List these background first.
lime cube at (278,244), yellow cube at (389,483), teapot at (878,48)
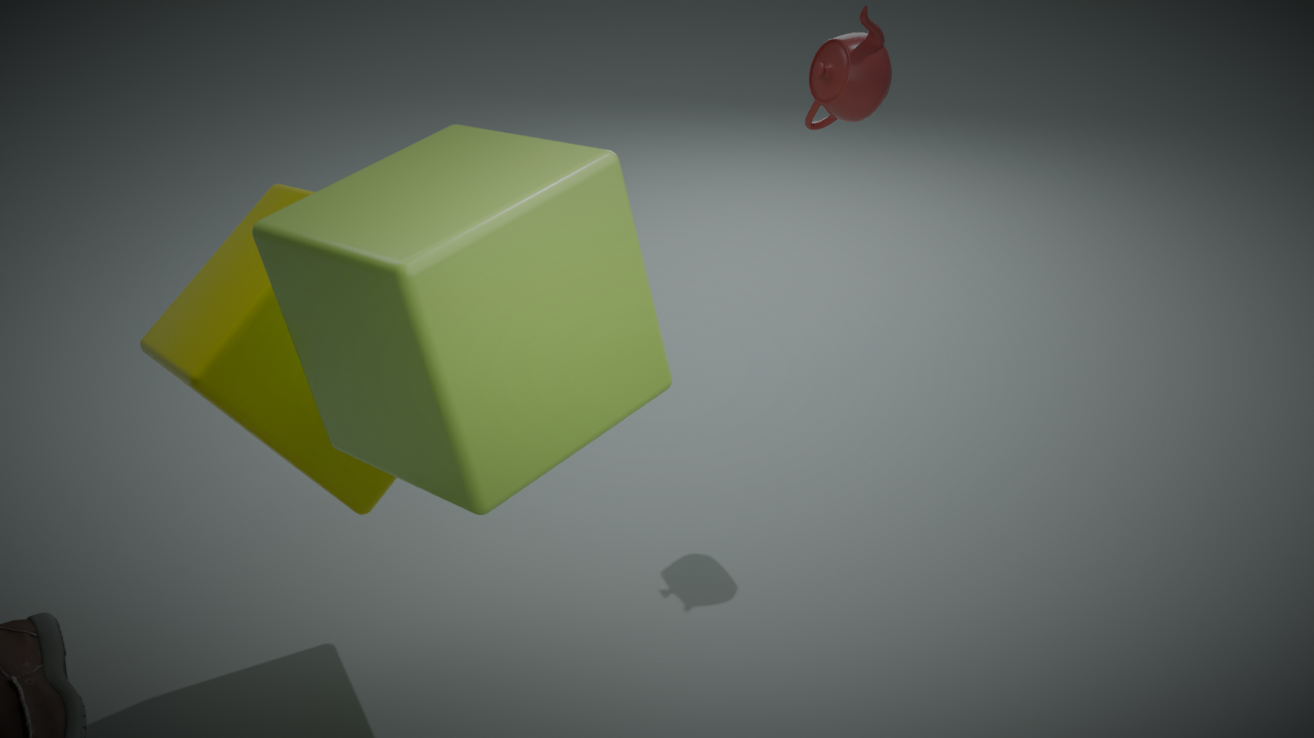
teapot at (878,48) → yellow cube at (389,483) → lime cube at (278,244)
